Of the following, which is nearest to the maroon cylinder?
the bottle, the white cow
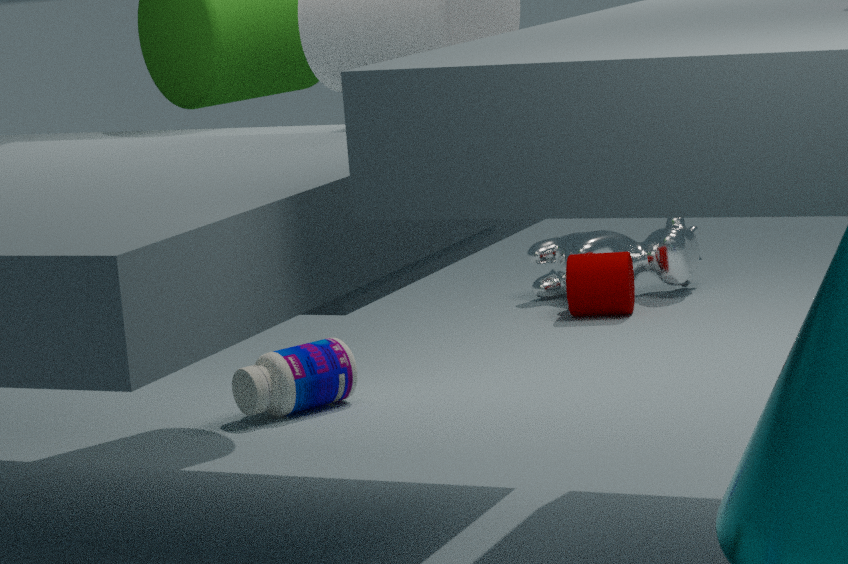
the white cow
